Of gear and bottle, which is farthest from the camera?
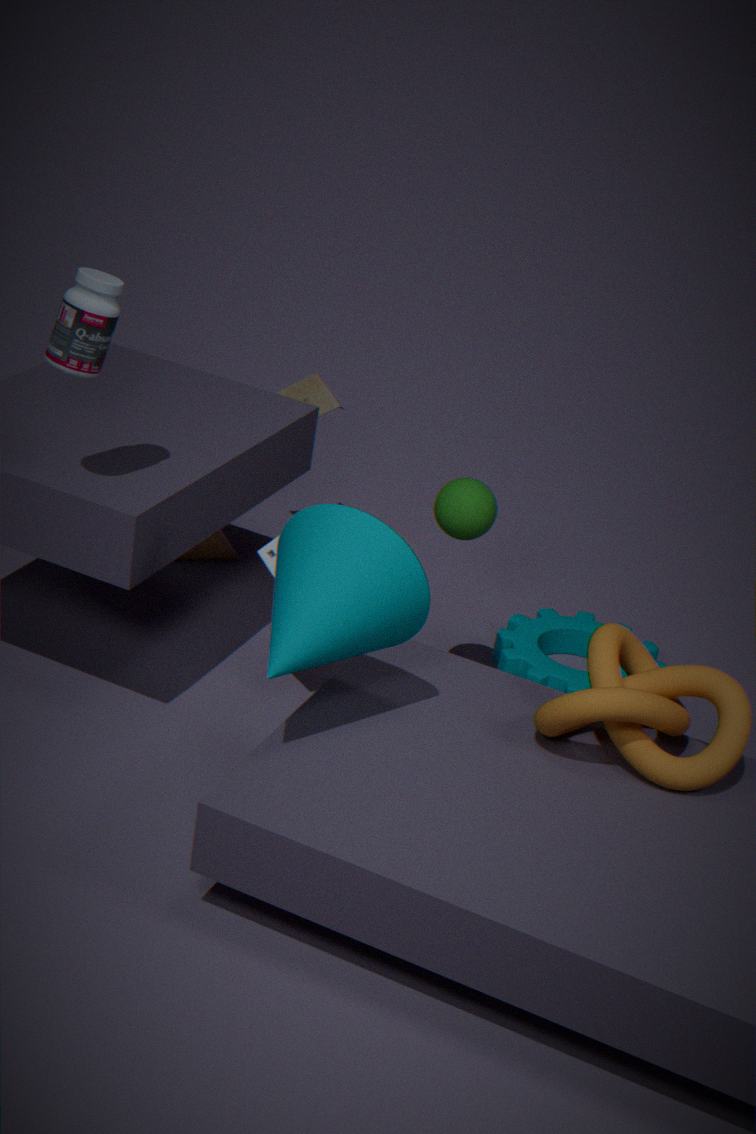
gear
